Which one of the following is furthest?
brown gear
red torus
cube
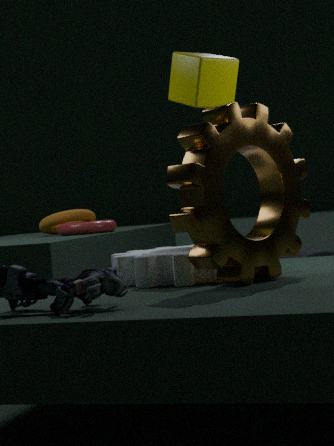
red torus
